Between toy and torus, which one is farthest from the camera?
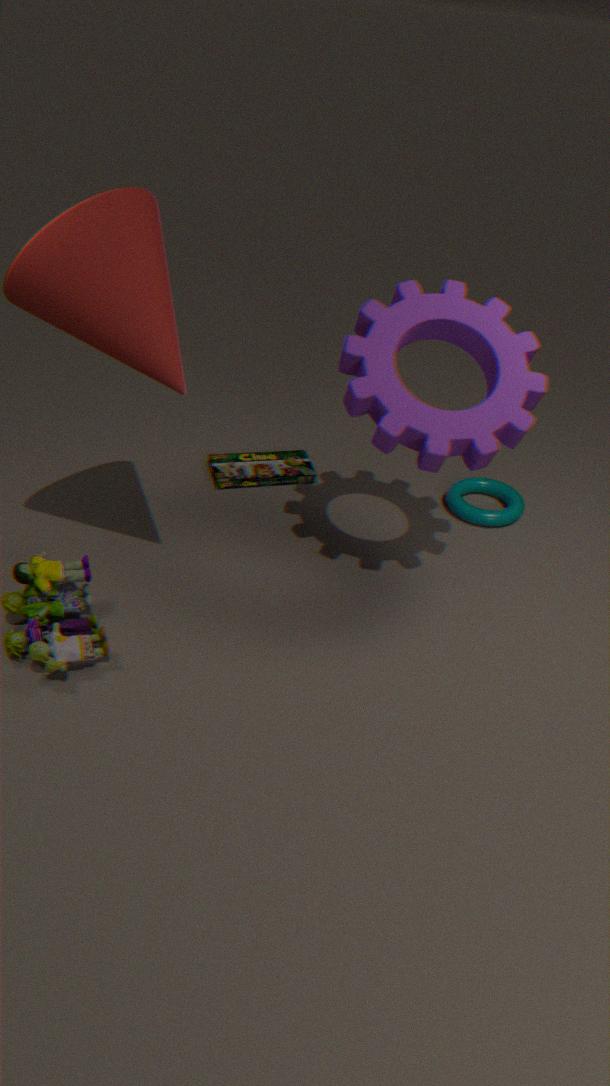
torus
